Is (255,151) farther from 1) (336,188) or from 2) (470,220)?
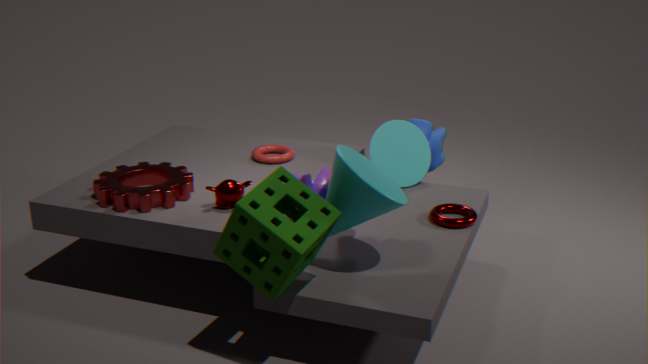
1) (336,188)
